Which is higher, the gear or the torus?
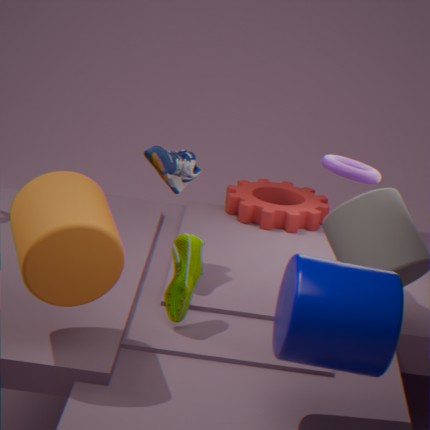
the torus
